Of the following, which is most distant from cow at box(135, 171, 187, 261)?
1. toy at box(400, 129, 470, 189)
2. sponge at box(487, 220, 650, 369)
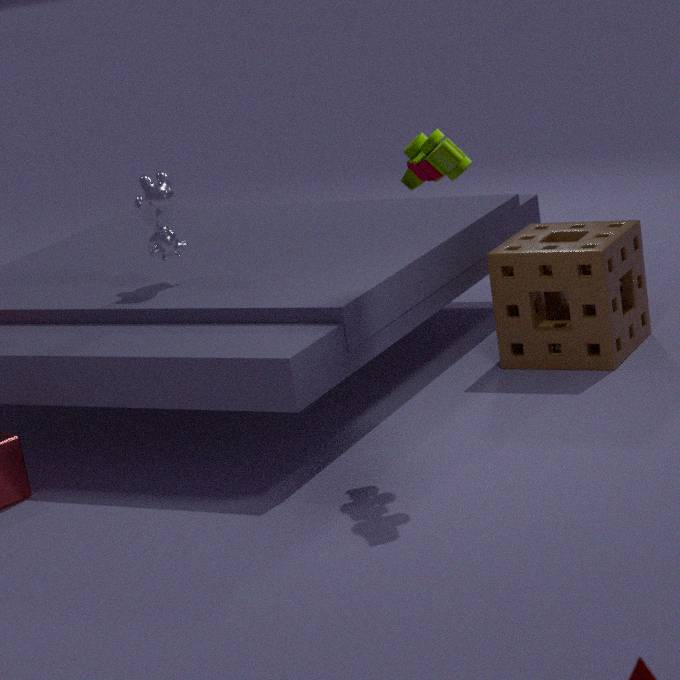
sponge at box(487, 220, 650, 369)
